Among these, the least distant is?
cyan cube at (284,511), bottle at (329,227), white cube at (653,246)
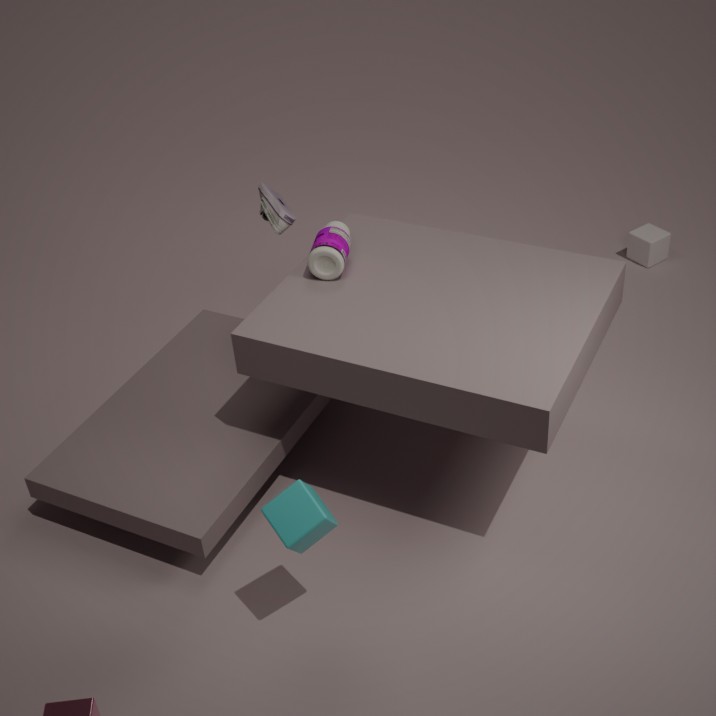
cyan cube at (284,511)
